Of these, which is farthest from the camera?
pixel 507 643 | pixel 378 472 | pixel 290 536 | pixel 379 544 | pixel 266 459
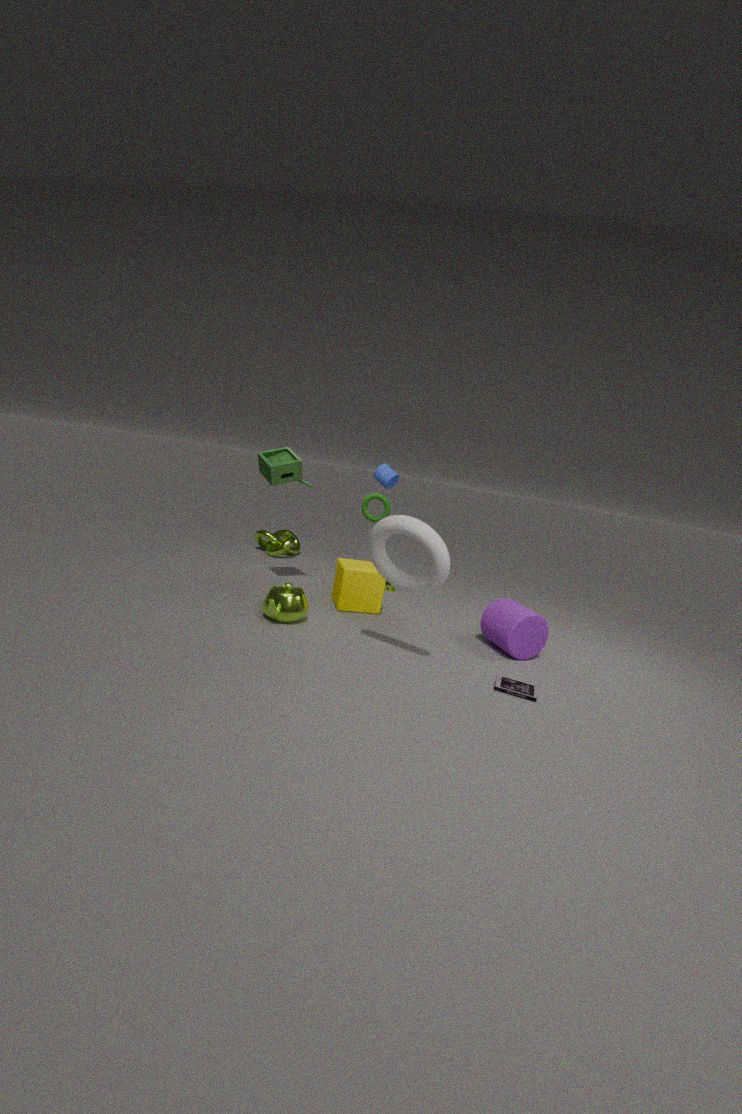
pixel 290 536
